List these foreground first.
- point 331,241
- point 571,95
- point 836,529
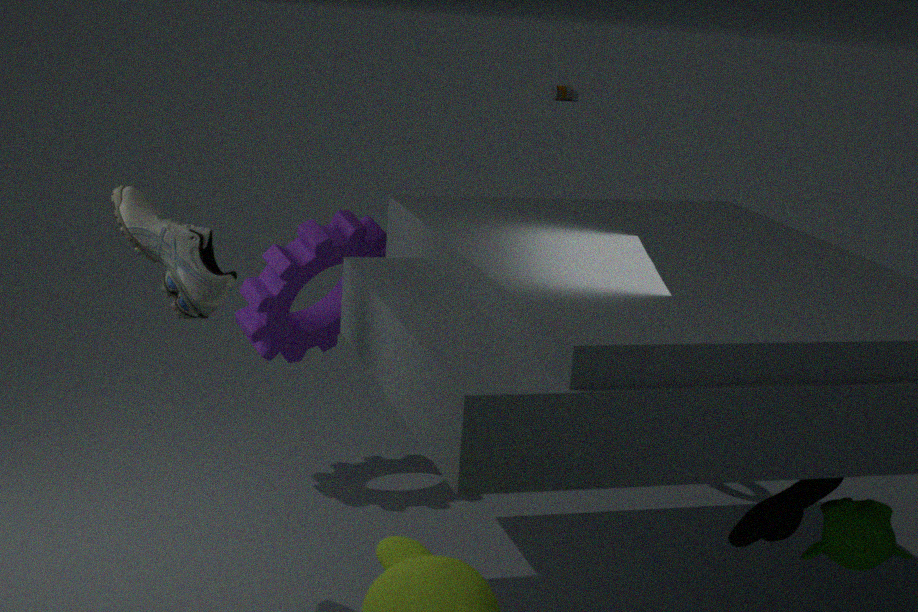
1. point 836,529
2. point 331,241
3. point 571,95
